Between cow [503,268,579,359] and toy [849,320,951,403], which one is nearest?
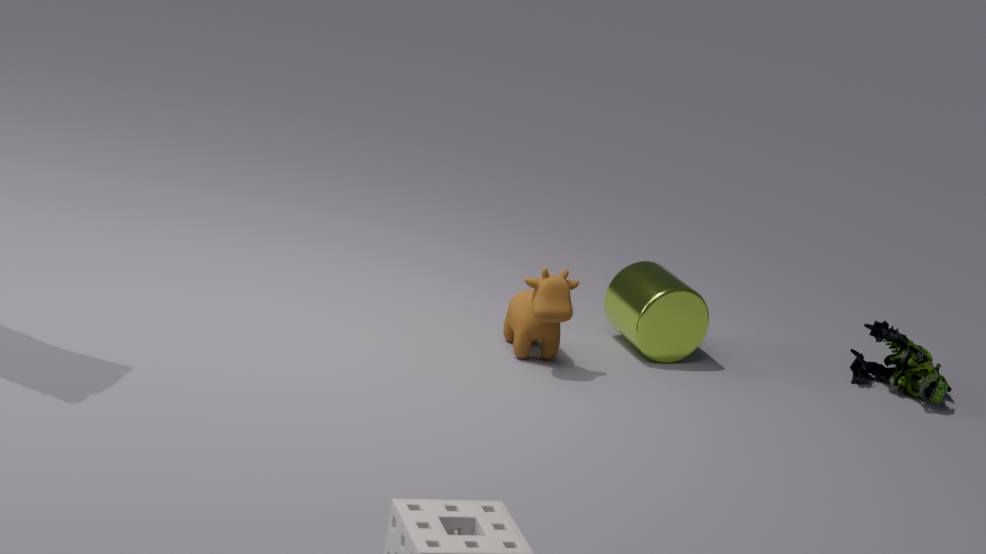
cow [503,268,579,359]
